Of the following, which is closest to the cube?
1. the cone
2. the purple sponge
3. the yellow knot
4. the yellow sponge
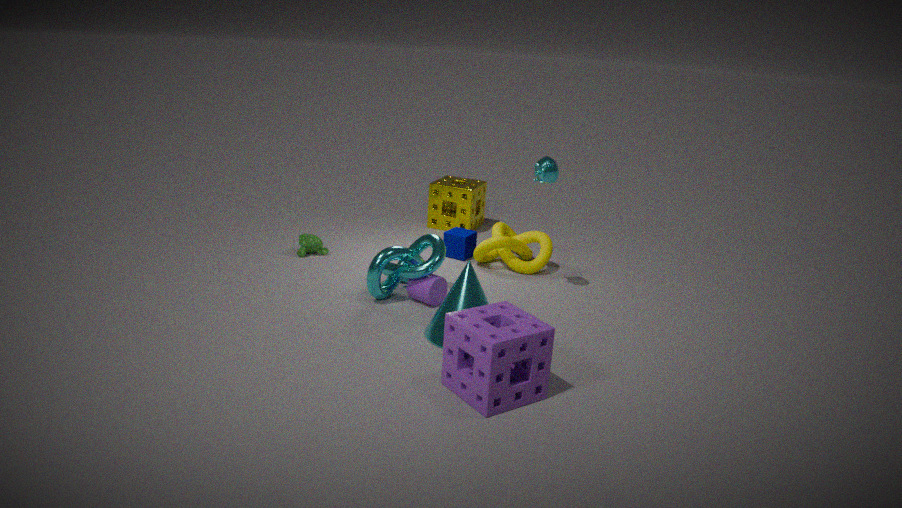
the yellow knot
